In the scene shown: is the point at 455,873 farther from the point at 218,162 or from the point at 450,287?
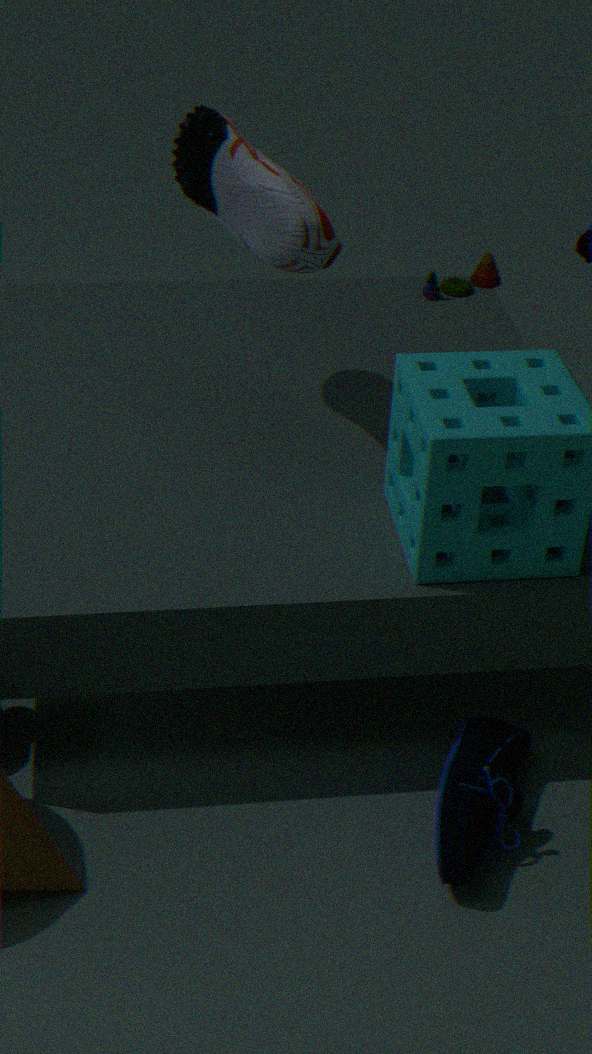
the point at 450,287
